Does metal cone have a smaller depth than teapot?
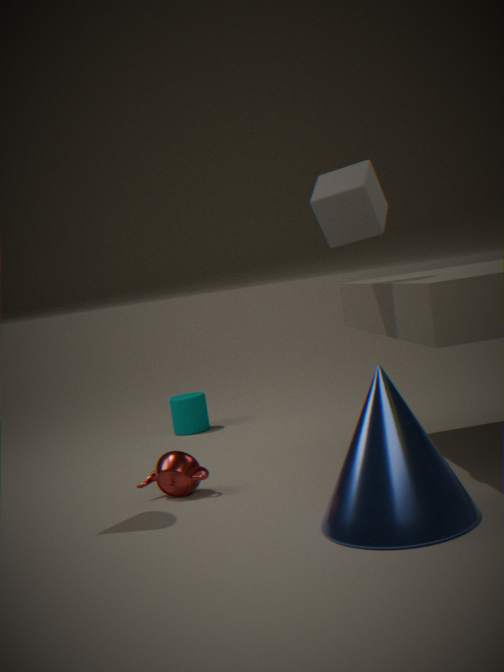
Yes
